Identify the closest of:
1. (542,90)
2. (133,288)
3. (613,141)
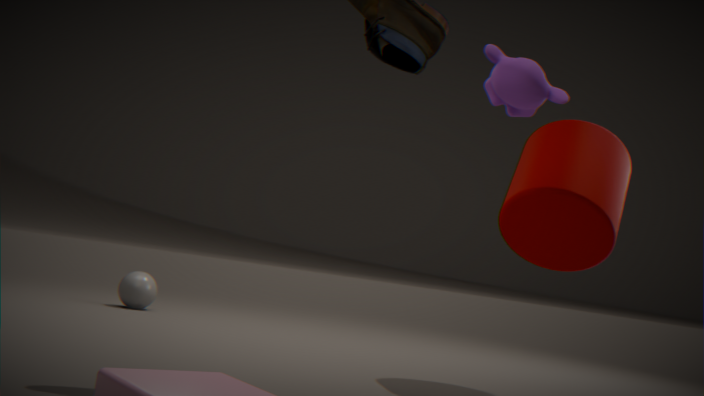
(542,90)
